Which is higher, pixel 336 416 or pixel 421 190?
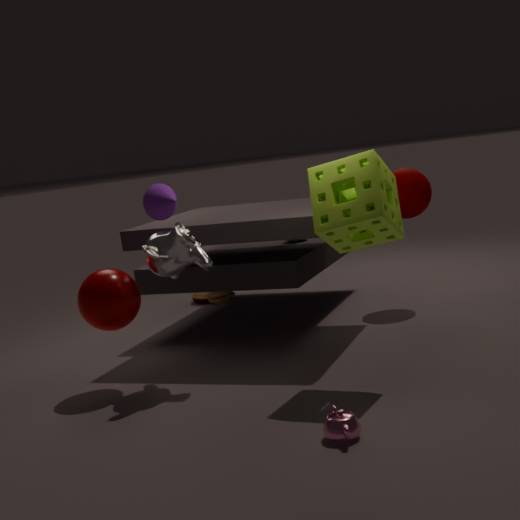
pixel 421 190
